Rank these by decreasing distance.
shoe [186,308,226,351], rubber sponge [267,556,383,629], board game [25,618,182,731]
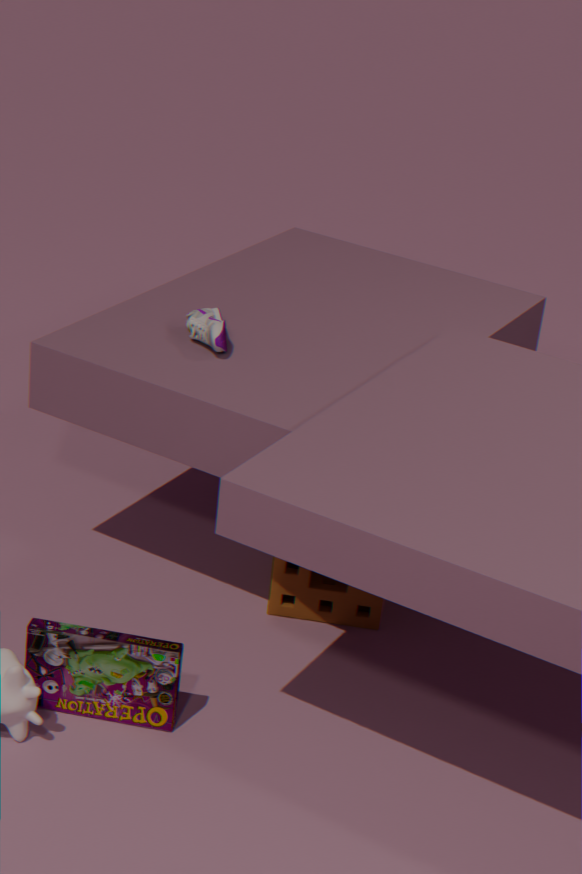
1. rubber sponge [267,556,383,629]
2. shoe [186,308,226,351]
3. board game [25,618,182,731]
